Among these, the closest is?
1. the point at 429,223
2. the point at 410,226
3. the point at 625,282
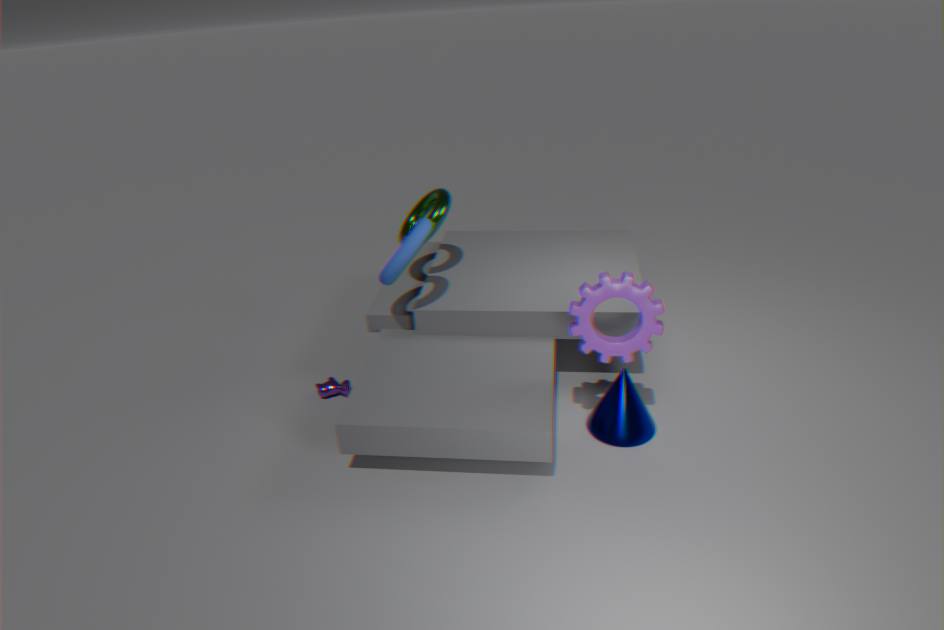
the point at 625,282
